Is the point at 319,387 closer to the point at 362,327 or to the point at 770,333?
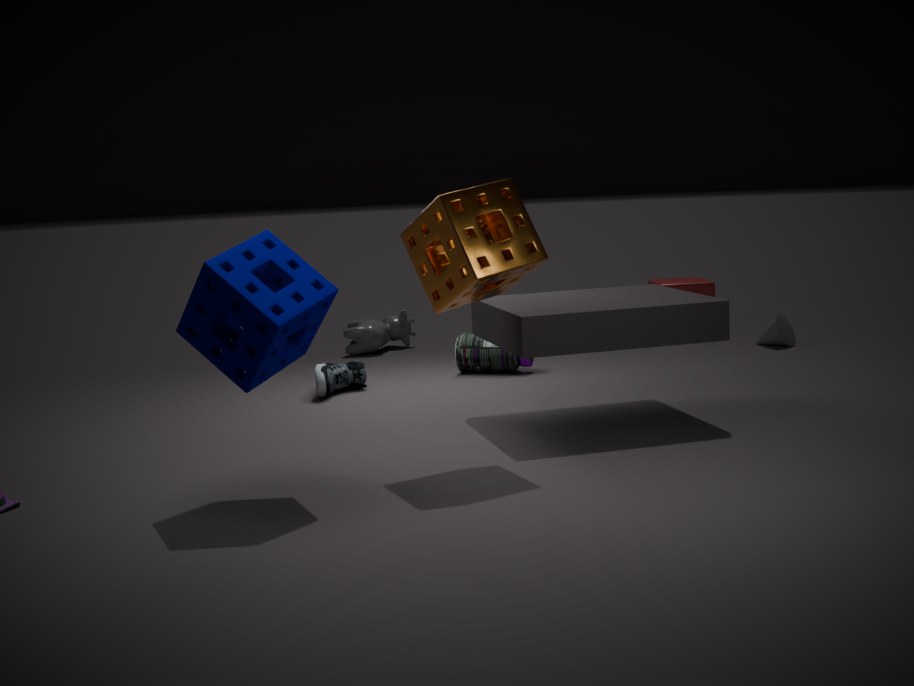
the point at 362,327
